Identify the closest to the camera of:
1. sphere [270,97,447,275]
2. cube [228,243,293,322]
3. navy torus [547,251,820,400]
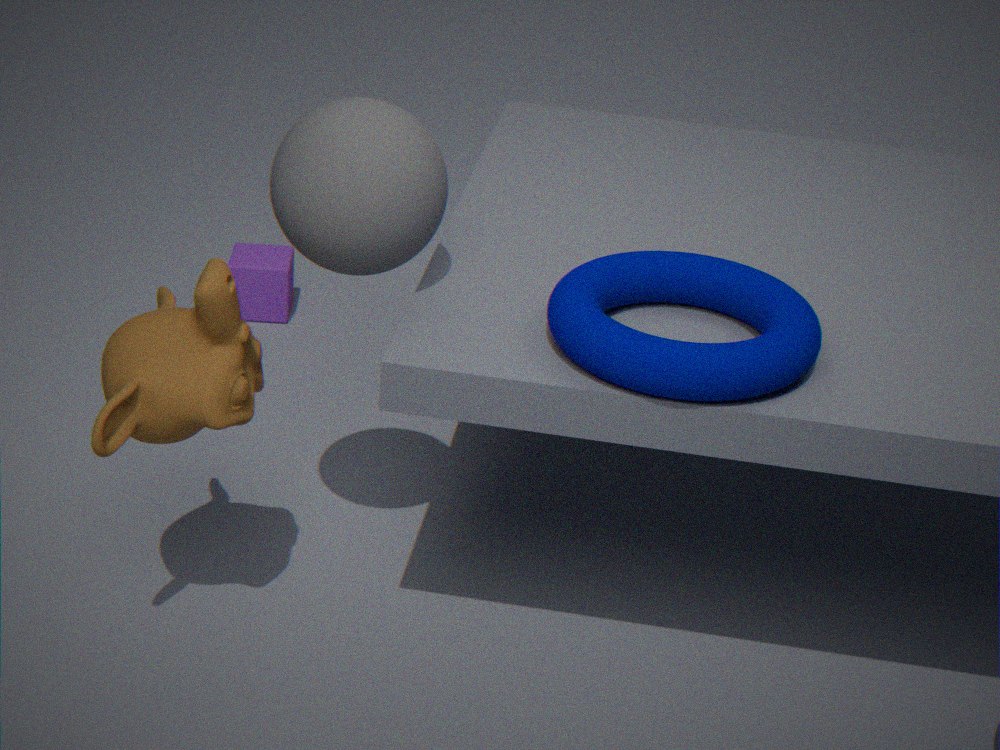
navy torus [547,251,820,400]
